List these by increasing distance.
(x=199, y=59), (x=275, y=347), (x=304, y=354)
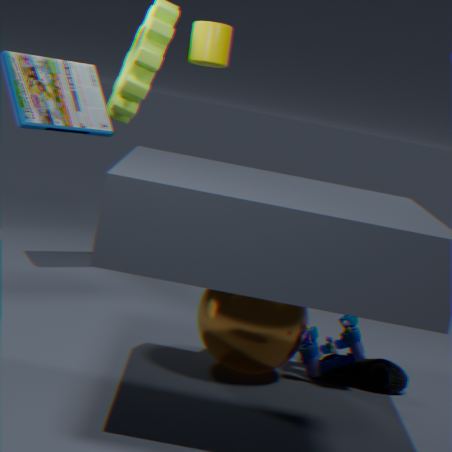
(x=275, y=347) → (x=304, y=354) → (x=199, y=59)
